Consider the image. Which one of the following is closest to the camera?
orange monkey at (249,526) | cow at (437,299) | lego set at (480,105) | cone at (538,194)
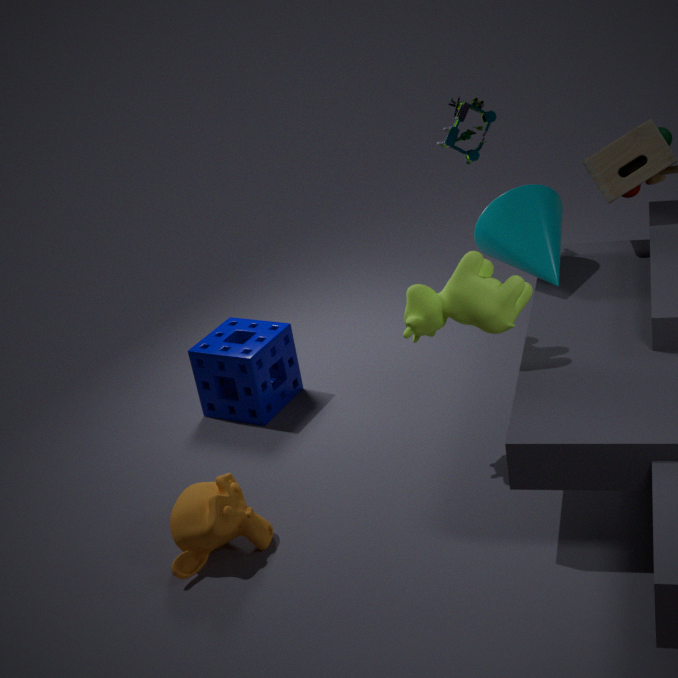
orange monkey at (249,526)
